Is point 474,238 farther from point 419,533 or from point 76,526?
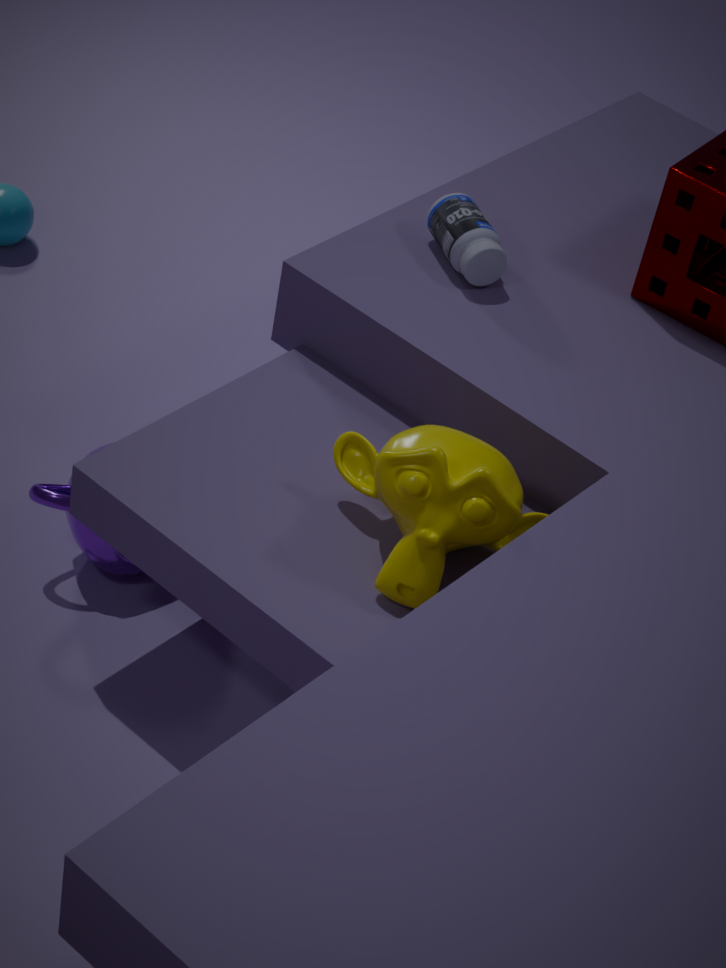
point 76,526
